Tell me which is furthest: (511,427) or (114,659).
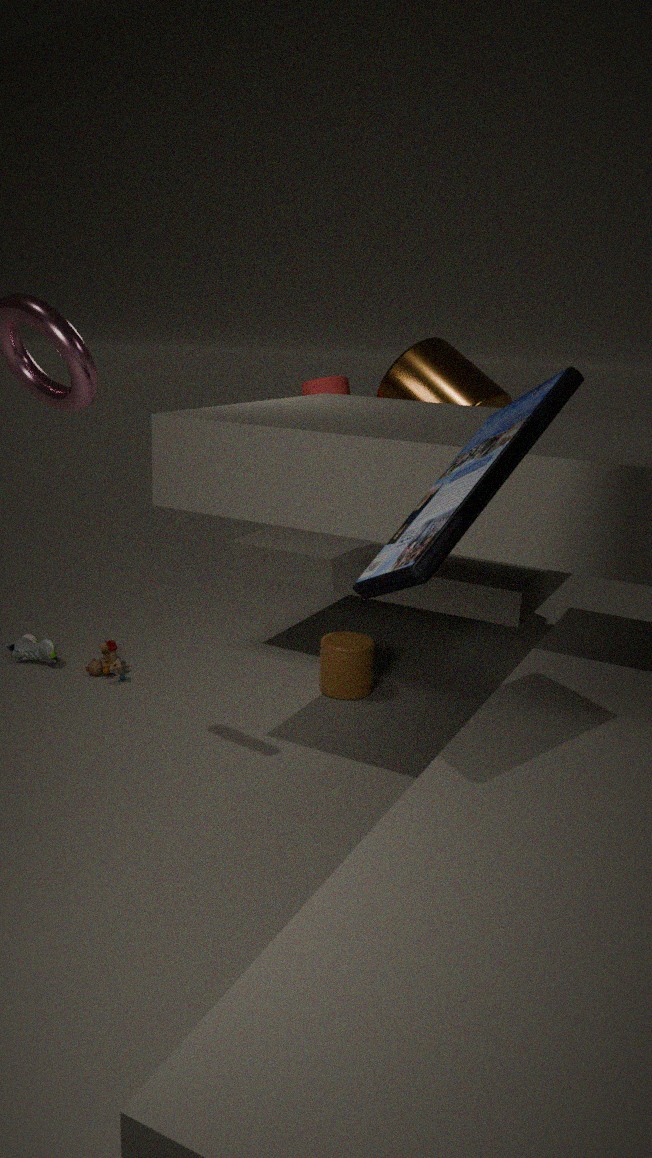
(114,659)
